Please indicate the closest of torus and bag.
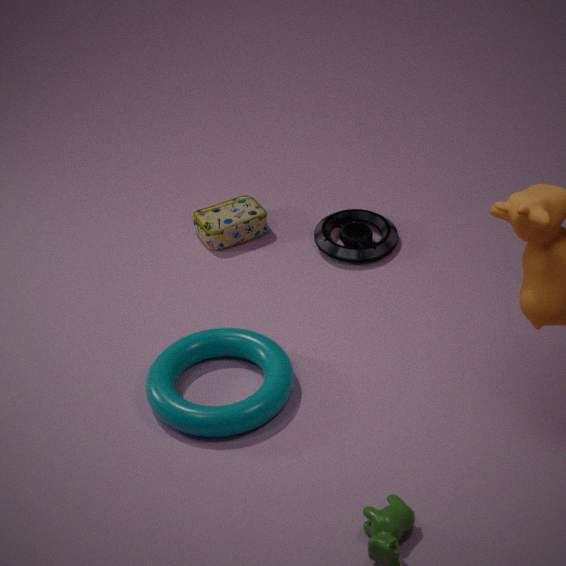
torus
